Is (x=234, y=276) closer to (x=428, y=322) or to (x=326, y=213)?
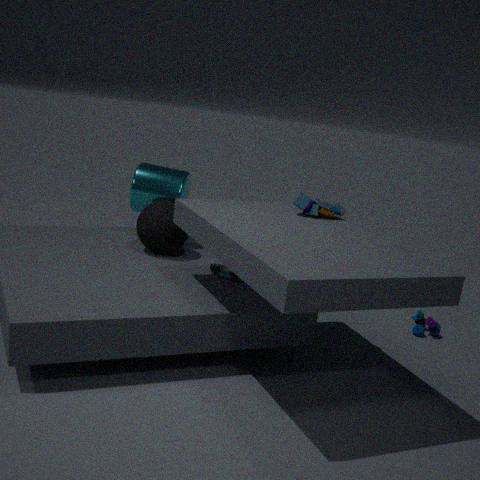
(x=326, y=213)
